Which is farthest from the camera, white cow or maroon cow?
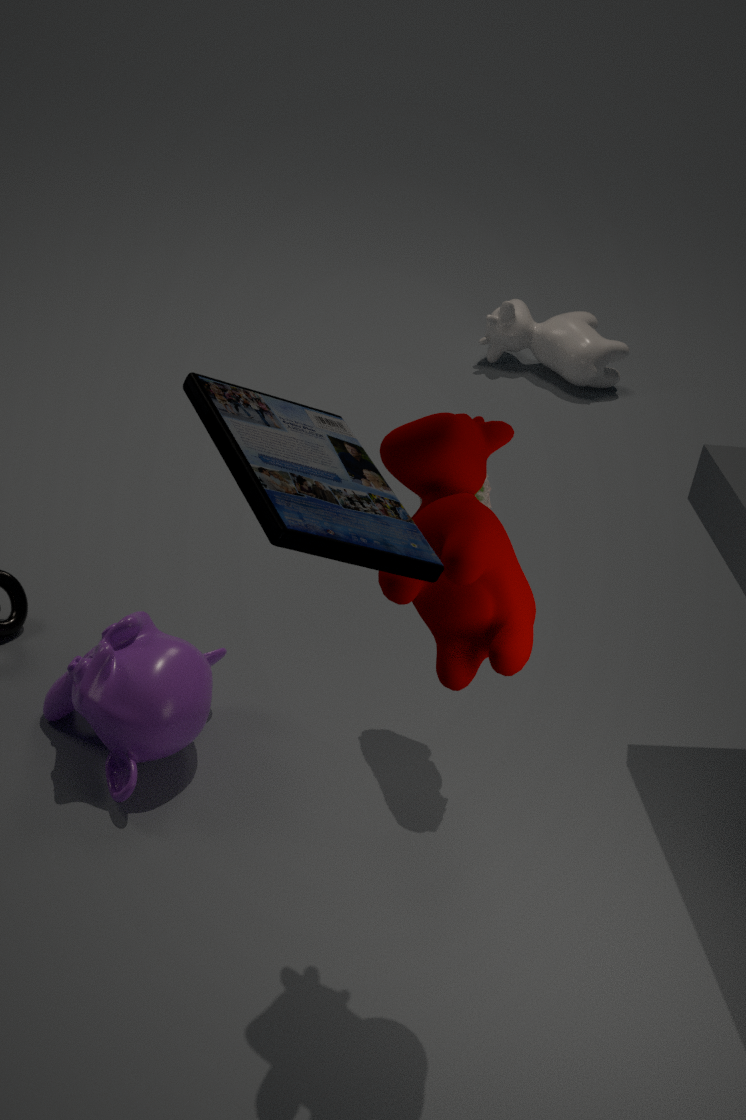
white cow
